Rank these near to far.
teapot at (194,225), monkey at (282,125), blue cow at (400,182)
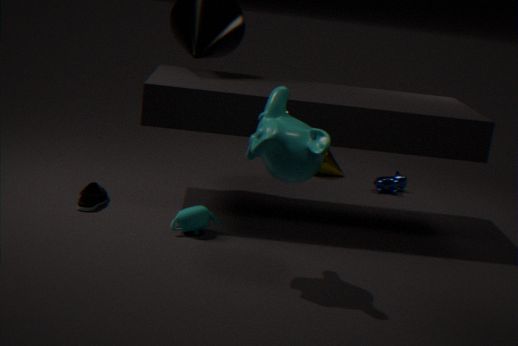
monkey at (282,125) < teapot at (194,225) < blue cow at (400,182)
